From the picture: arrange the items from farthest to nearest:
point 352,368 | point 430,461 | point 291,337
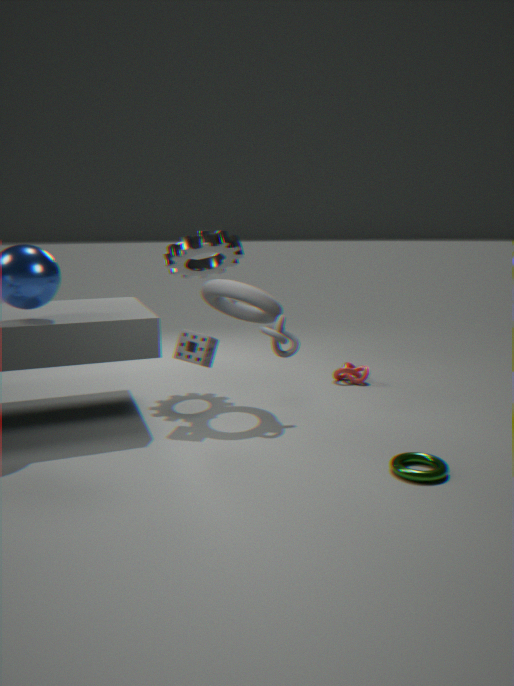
point 352,368
point 291,337
point 430,461
